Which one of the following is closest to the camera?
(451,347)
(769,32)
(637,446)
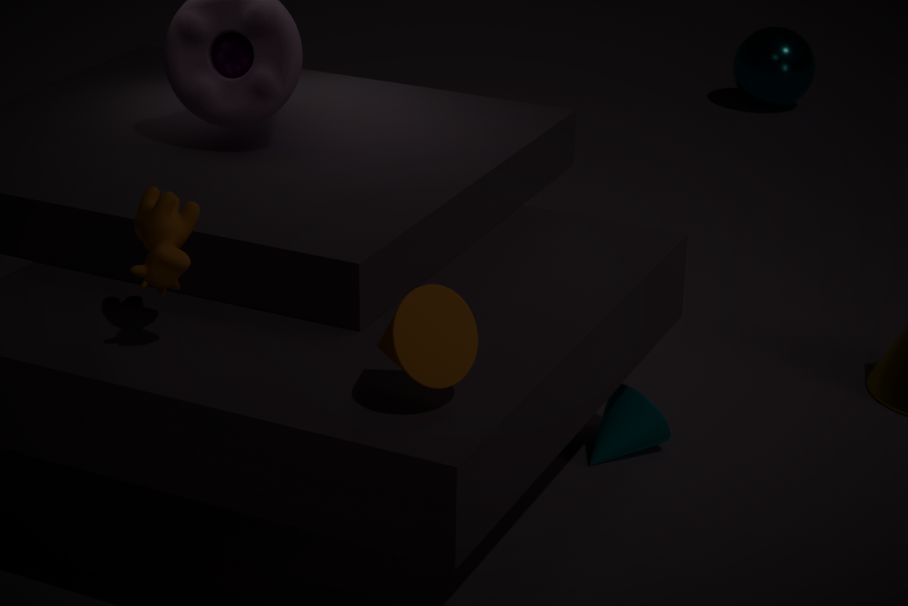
(451,347)
